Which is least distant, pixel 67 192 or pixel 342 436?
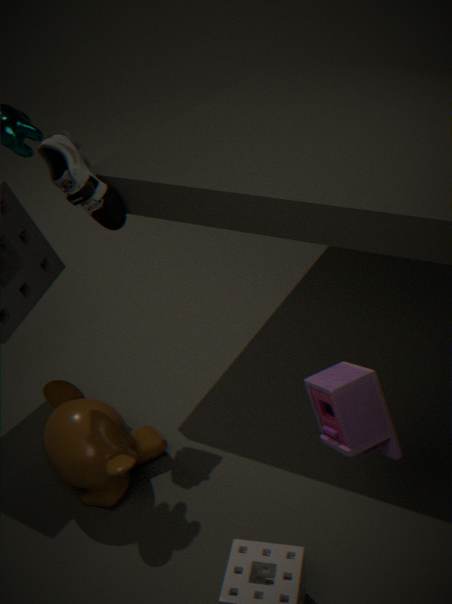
pixel 342 436
